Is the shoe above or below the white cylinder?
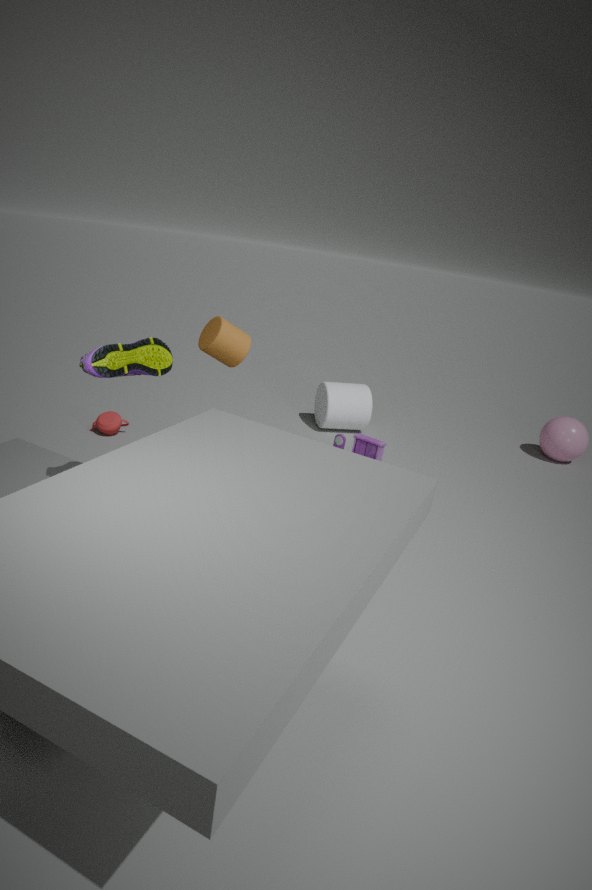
above
